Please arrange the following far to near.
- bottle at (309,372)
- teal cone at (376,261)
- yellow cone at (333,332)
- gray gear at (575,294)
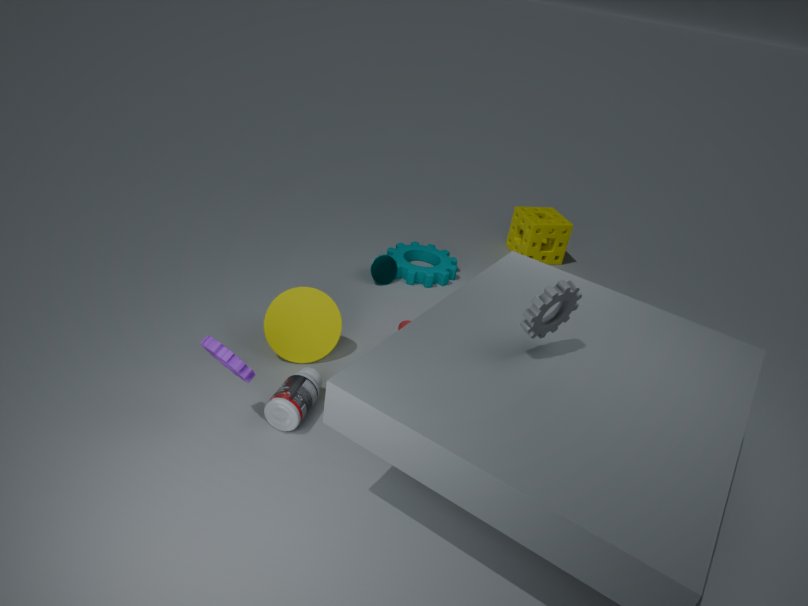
teal cone at (376,261) < yellow cone at (333,332) < bottle at (309,372) < gray gear at (575,294)
